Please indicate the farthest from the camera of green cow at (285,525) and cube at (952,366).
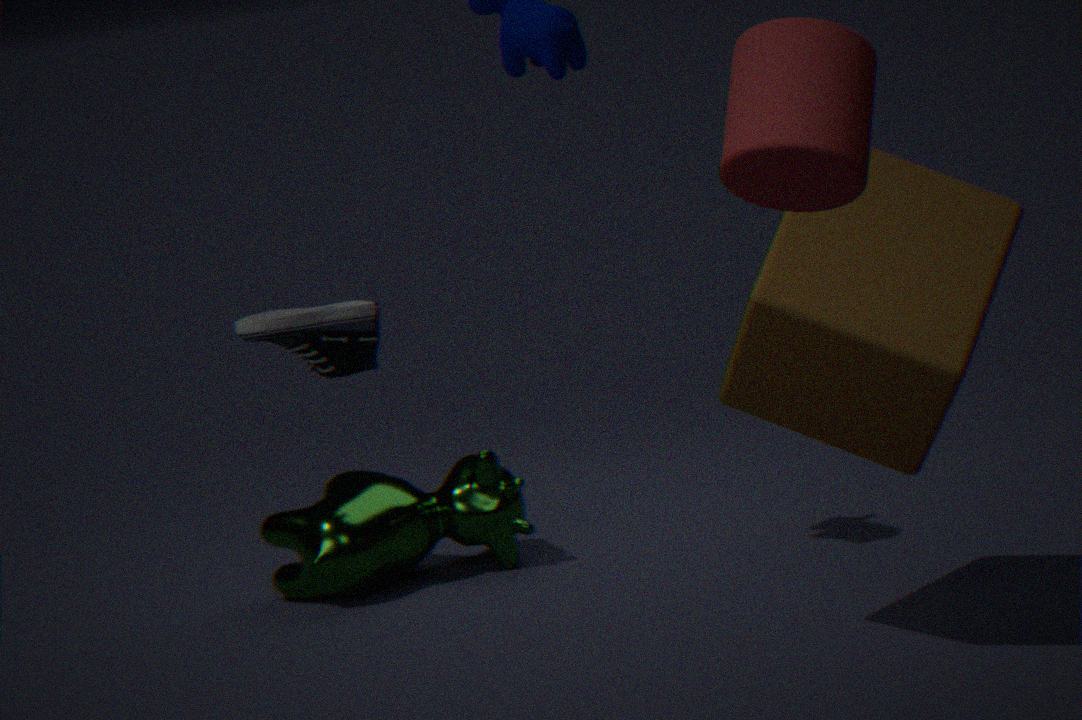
green cow at (285,525)
